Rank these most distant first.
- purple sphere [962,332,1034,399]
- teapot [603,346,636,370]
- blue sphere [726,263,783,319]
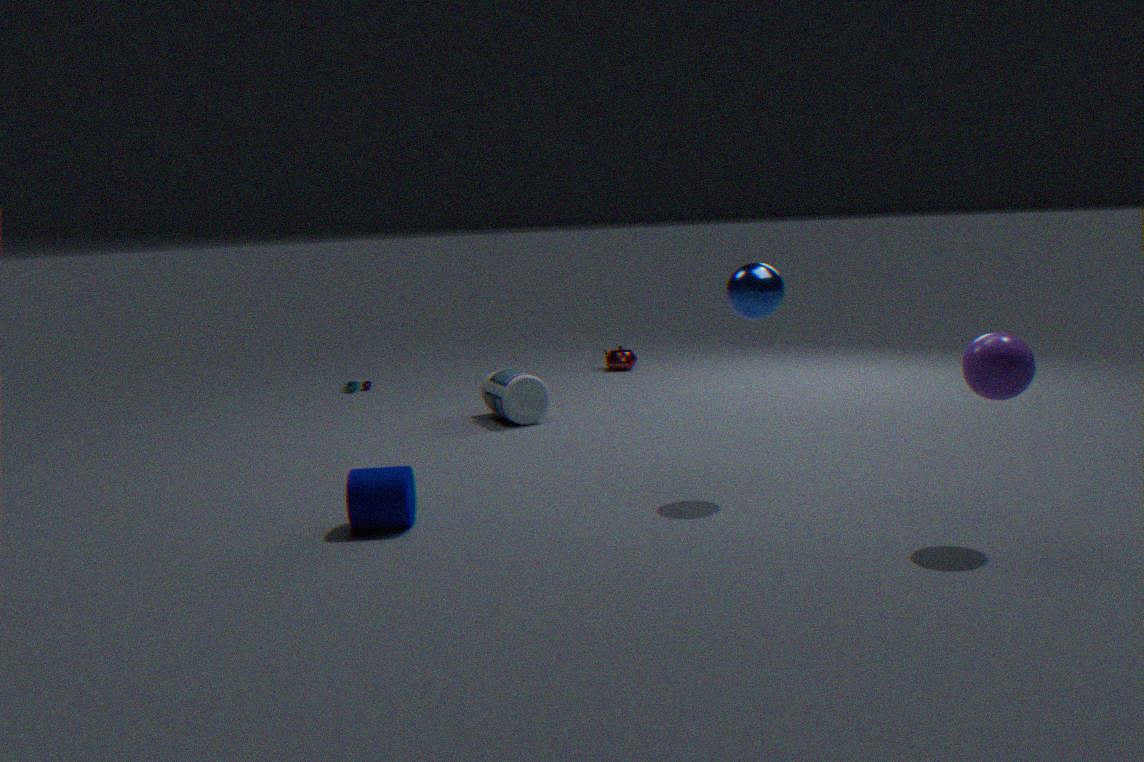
teapot [603,346,636,370], blue sphere [726,263,783,319], purple sphere [962,332,1034,399]
